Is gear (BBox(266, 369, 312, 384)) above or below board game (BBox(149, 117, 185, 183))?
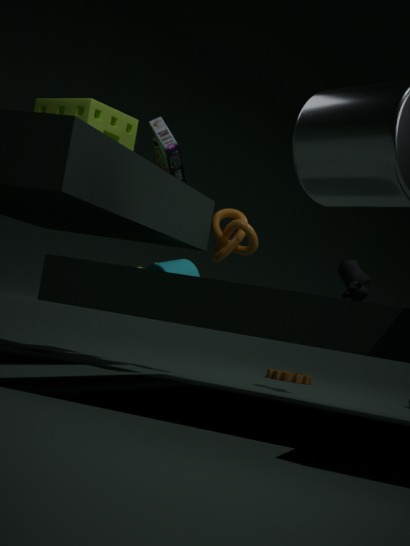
below
